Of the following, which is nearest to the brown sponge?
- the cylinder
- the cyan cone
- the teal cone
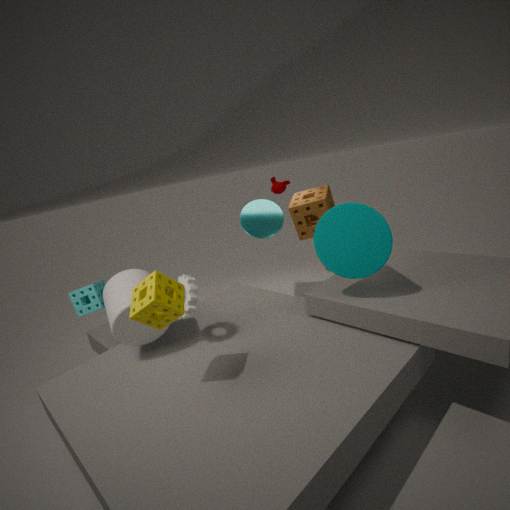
the cyan cone
